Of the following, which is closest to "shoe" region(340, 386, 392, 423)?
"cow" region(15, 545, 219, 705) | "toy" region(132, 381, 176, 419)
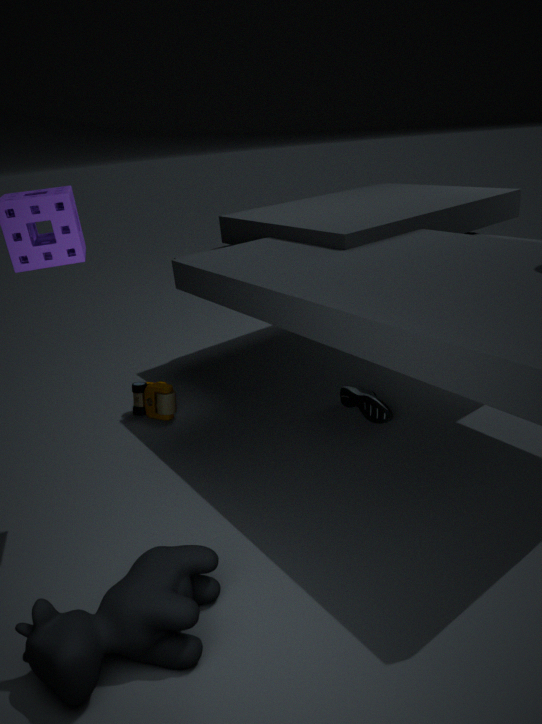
"toy" region(132, 381, 176, 419)
